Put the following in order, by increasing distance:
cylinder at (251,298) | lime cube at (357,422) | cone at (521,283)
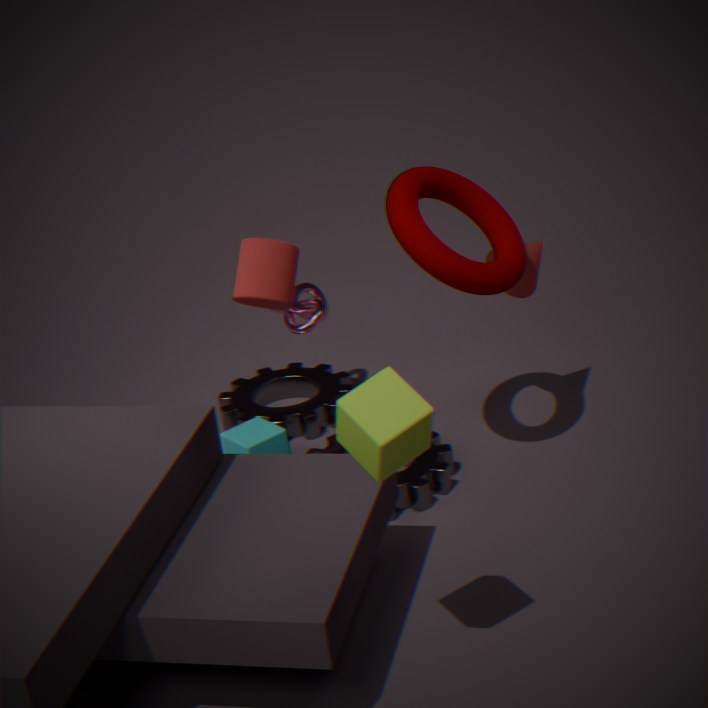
lime cube at (357,422), cylinder at (251,298), cone at (521,283)
